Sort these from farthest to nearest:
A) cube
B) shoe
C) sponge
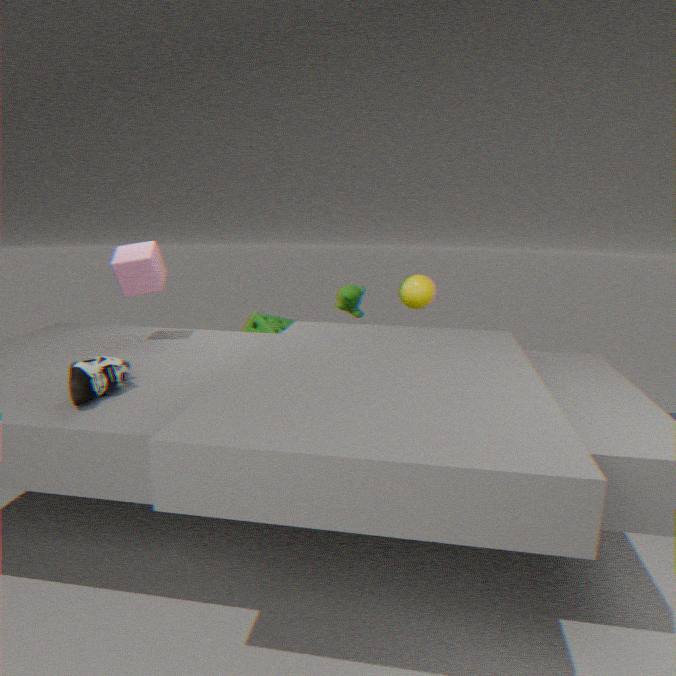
1. sponge
2. cube
3. shoe
